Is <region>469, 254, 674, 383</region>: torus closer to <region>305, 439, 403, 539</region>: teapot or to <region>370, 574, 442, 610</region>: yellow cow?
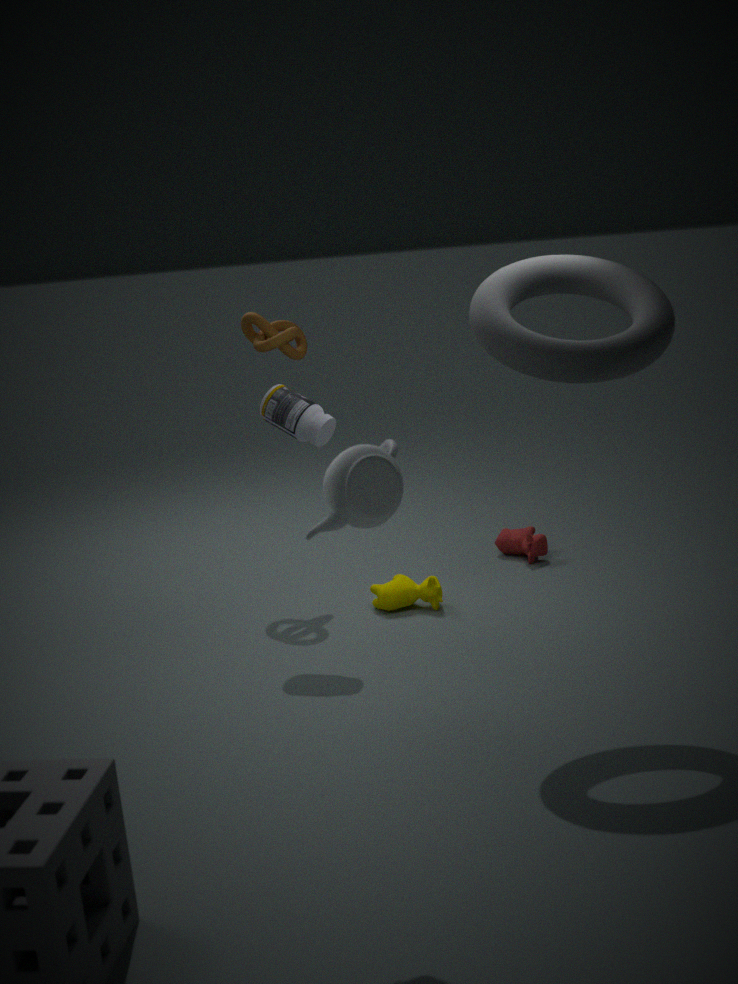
<region>305, 439, 403, 539</region>: teapot
